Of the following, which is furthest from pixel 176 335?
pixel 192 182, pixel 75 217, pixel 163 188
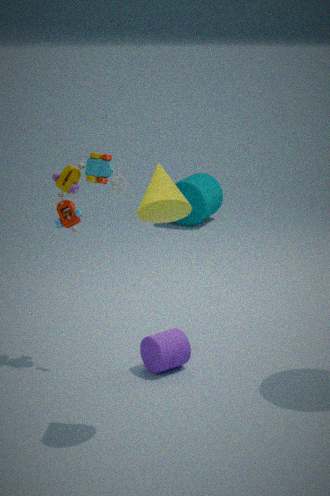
pixel 192 182
